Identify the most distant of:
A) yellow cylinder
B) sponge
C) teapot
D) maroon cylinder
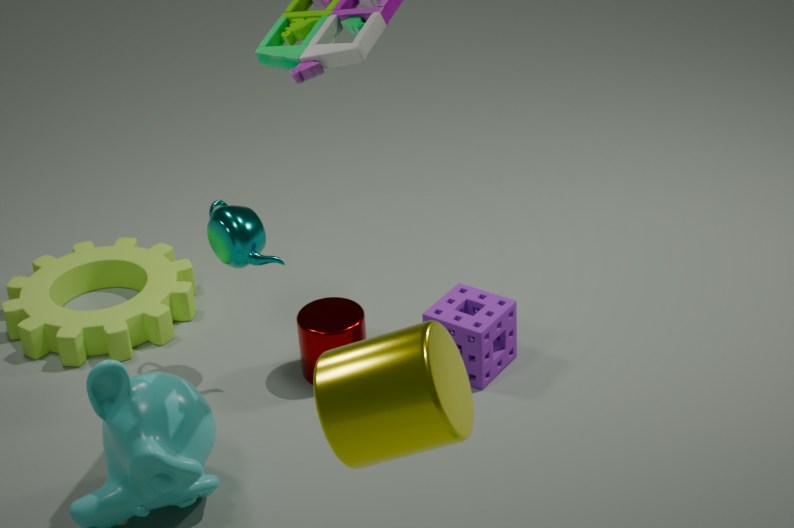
maroon cylinder
